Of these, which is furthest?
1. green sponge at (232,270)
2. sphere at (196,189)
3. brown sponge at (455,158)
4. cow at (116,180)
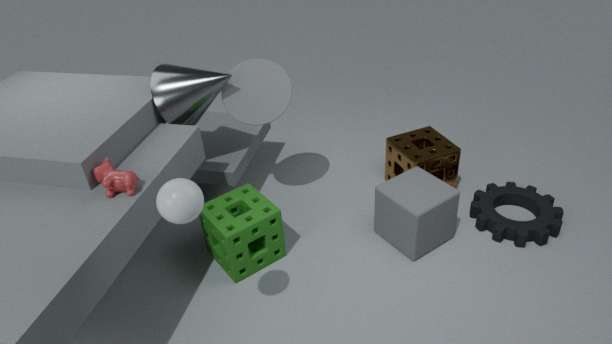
brown sponge at (455,158)
